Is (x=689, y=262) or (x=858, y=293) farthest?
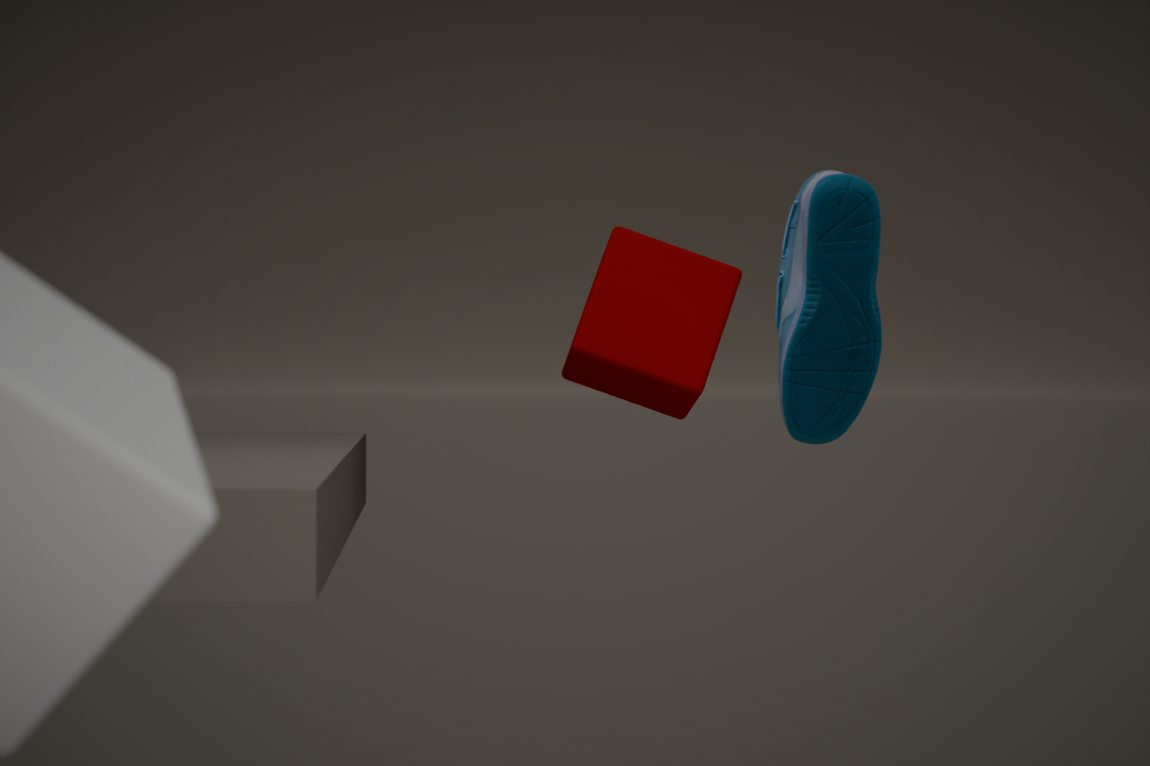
(x=689, y=262)
